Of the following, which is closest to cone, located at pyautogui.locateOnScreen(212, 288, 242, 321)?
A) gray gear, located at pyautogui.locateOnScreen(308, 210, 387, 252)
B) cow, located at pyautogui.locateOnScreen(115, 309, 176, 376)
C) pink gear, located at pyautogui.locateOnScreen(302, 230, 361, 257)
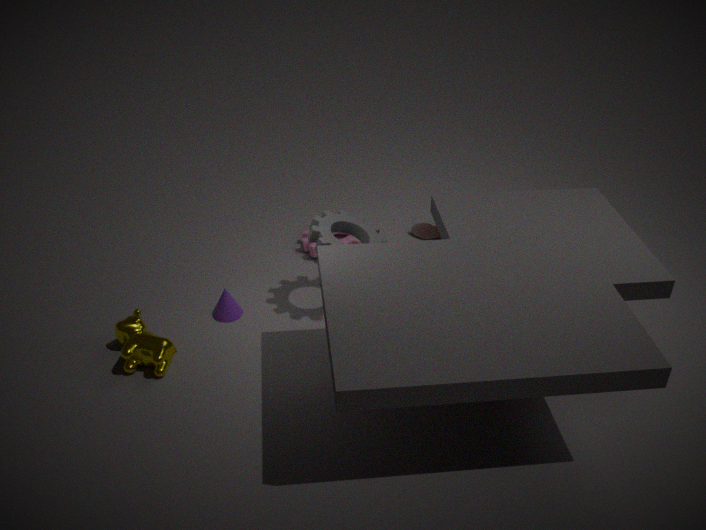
cow, located at pyautogui.locateOnScreen(115, 309, 176, 376)
